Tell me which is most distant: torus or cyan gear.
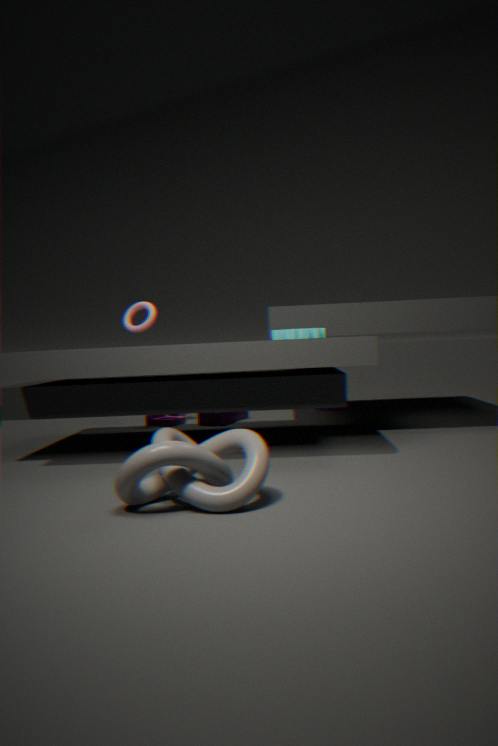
torus
